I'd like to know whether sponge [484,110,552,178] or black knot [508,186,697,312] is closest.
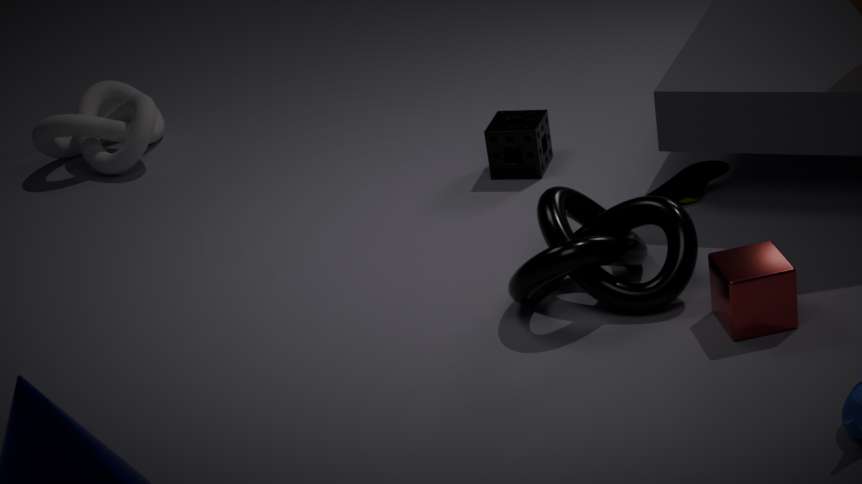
black knot [508,186,697,312]
